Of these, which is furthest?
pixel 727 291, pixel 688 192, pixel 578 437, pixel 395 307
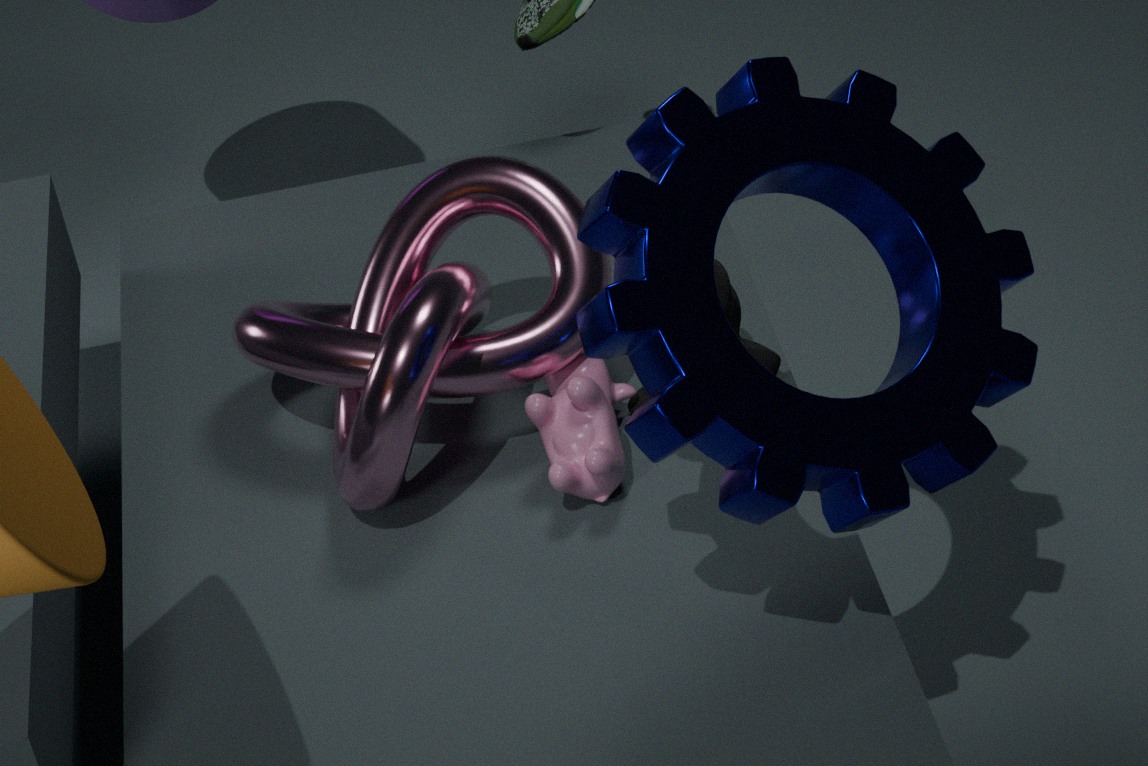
pixel 395 307
